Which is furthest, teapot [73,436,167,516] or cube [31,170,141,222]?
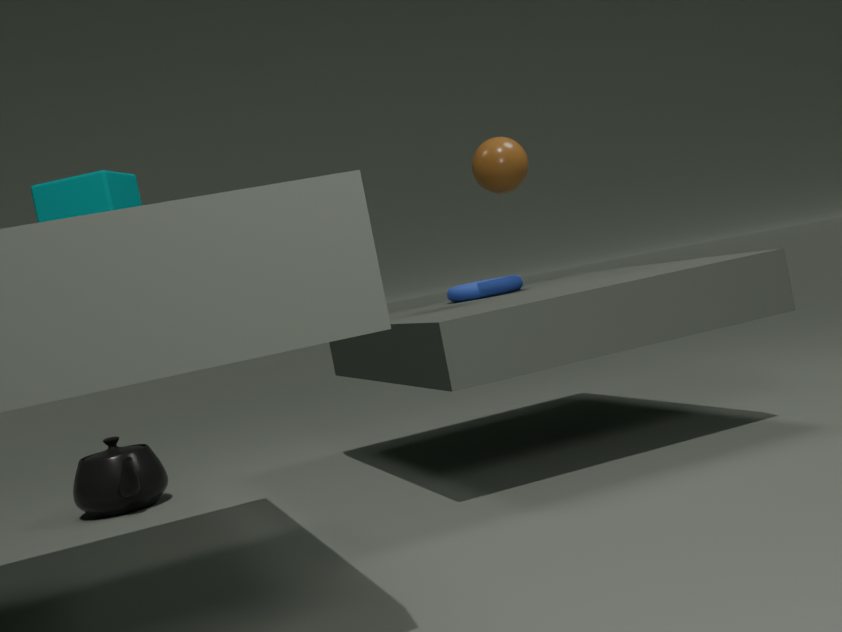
teapot [73,436,167,516]
